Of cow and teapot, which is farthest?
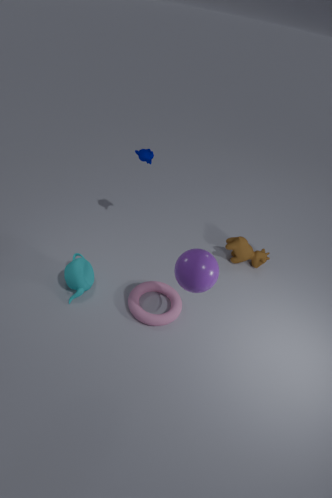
cow
